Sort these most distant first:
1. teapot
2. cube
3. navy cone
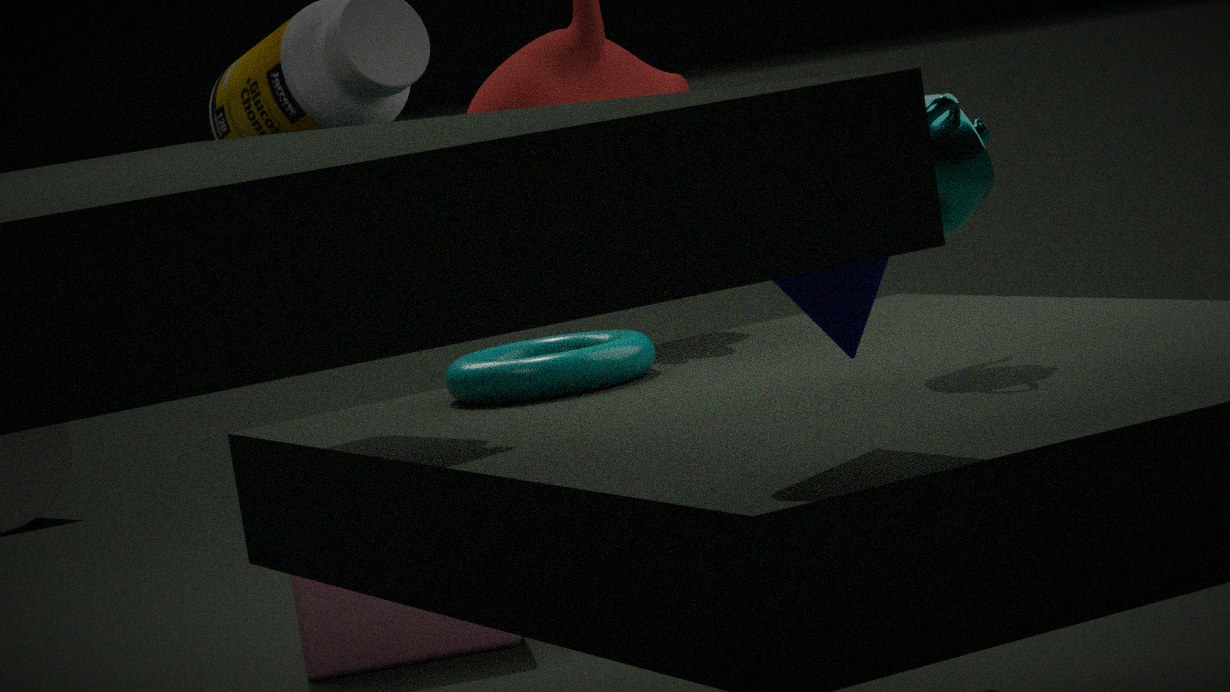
cube
teapot
navy cone
